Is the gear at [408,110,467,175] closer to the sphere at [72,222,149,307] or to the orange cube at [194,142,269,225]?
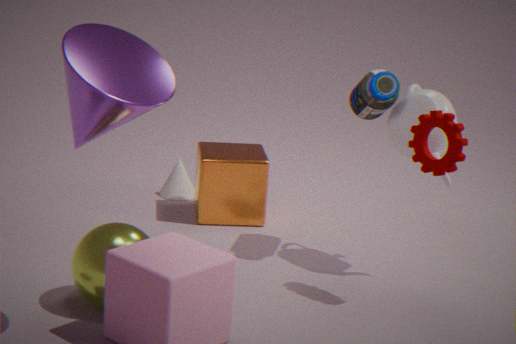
the orange cube at [194,142,269,225]
